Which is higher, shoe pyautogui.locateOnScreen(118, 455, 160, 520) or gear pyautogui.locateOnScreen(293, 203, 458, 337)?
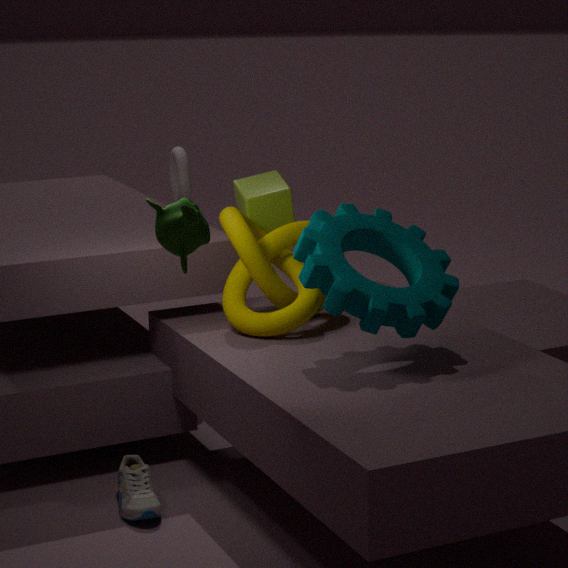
gear pyautogui.locateOnScreen(293, 203, 458, 337)
